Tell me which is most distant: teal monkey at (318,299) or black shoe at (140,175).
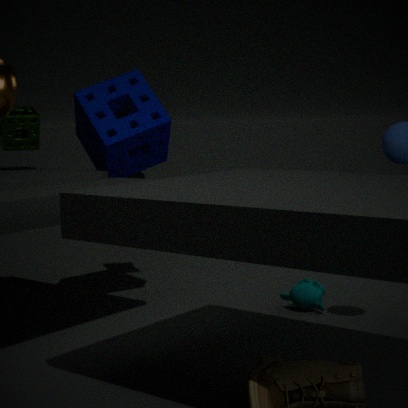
black shoe at (140,175)
